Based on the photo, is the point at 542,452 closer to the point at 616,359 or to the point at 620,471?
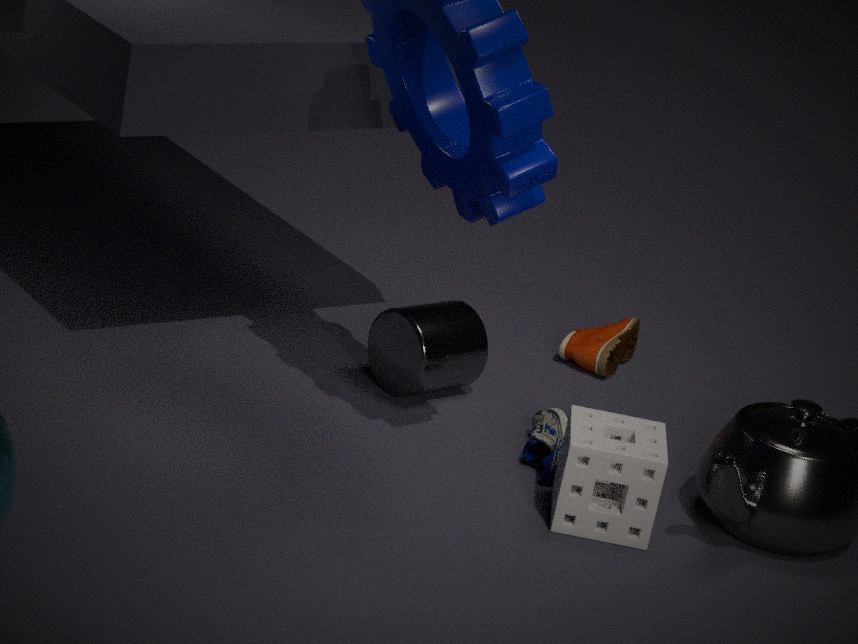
the point at 620,471
